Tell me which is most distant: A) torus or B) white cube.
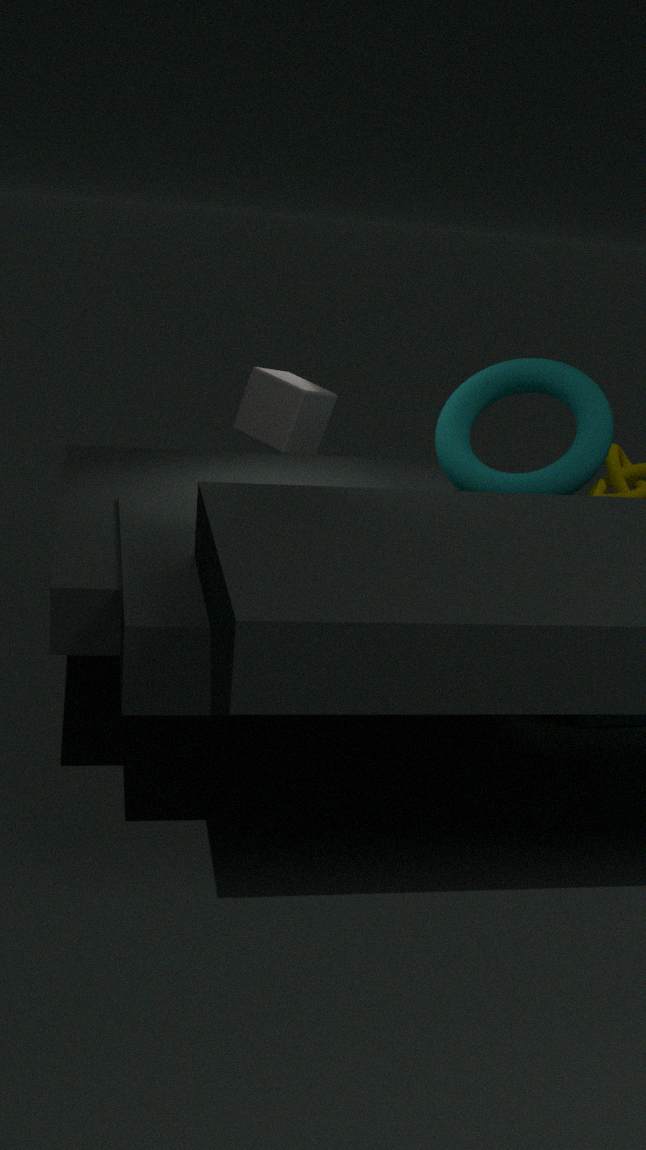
A. torus
